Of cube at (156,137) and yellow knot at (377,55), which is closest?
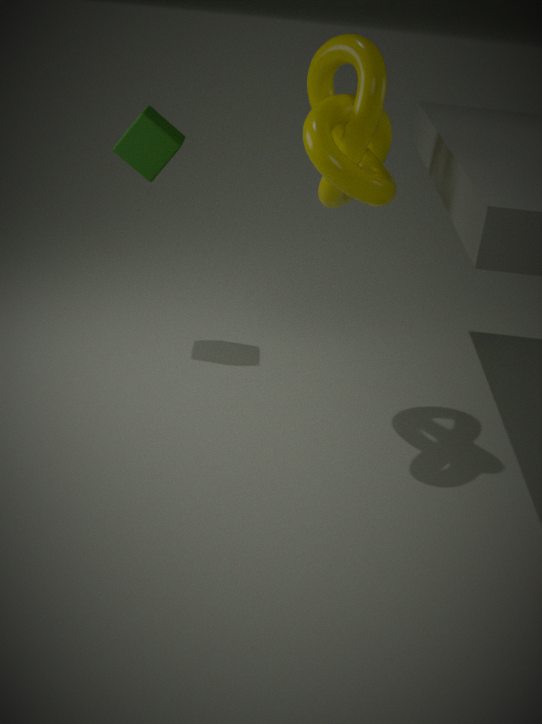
yellow knot at (377,55)
